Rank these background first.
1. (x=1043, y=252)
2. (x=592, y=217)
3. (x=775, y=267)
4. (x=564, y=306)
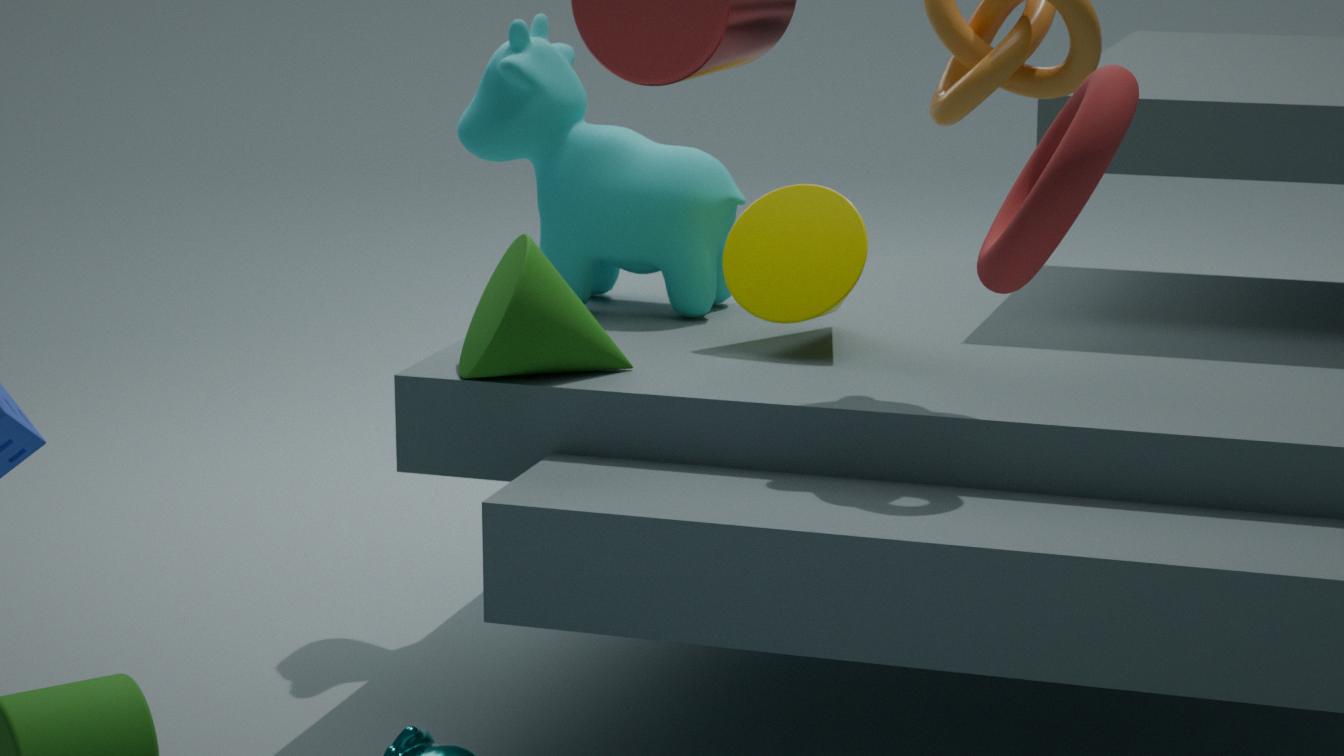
1. (x=592, y=217)
2. (x=775, y=267)
3. (x=564, y=306)
4. (x=1043, y=252)
